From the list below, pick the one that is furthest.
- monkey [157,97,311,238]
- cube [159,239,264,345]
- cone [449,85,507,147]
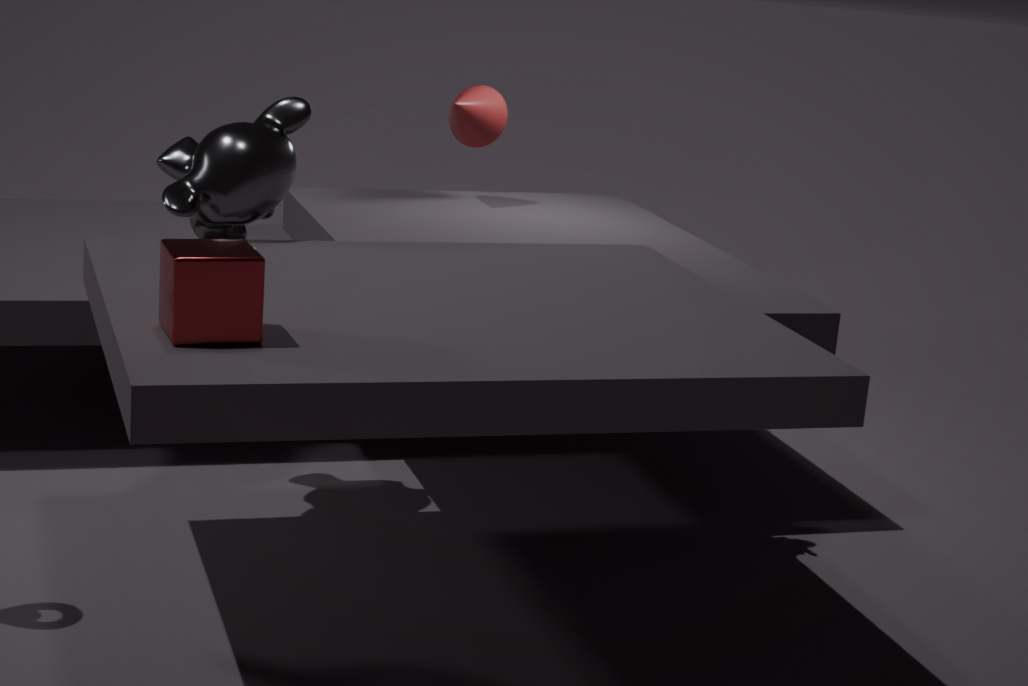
cone [449,85,507,147]
